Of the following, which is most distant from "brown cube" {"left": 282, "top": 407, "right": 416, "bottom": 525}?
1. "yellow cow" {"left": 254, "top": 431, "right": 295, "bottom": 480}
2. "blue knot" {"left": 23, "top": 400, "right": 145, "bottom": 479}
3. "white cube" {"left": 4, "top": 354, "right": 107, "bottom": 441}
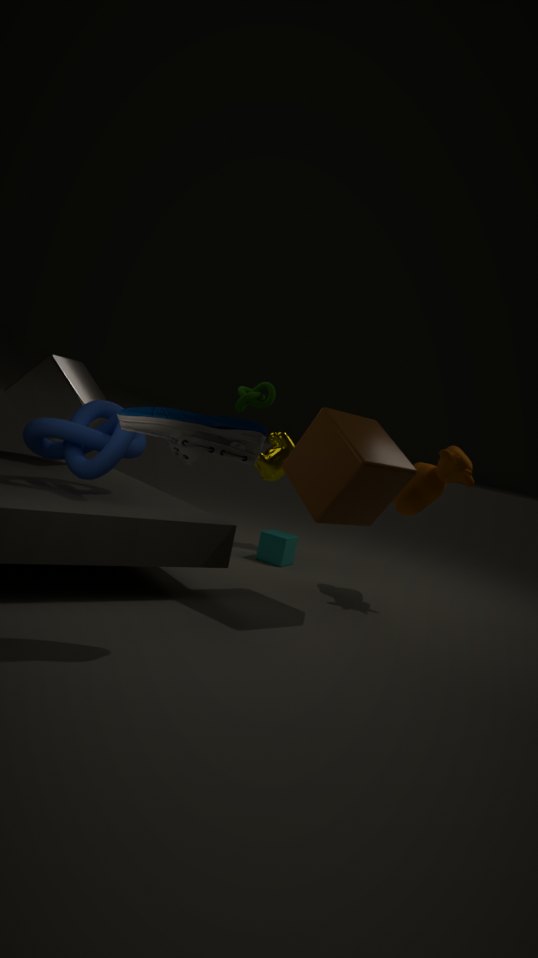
"white cube" {"left": 4, "top": 354, "right": 107, "bottom": 441}
